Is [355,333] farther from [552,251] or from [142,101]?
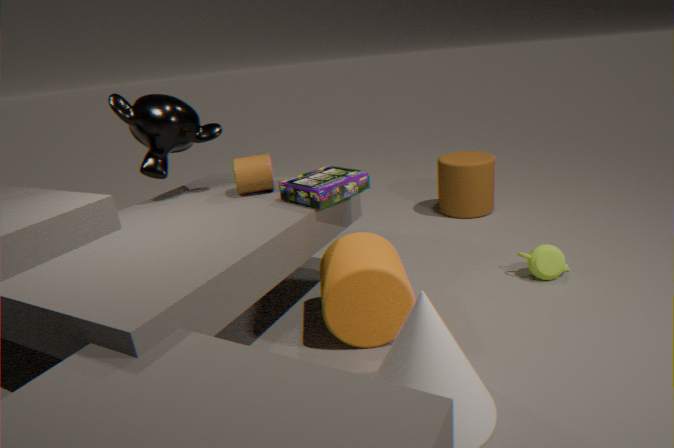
[142,101]
